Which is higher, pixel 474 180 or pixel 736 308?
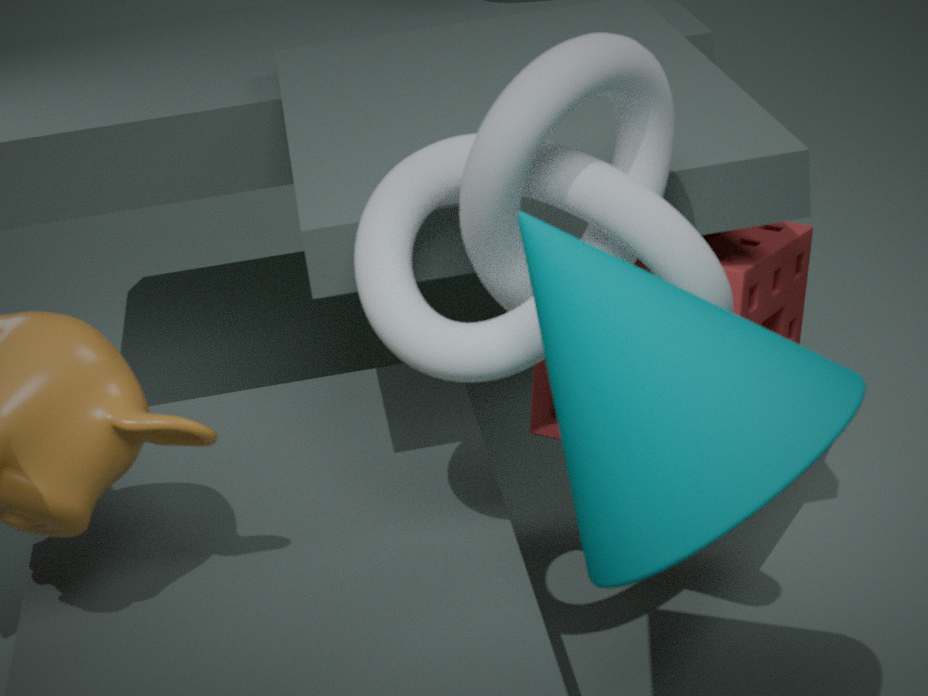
pixel 474 180
